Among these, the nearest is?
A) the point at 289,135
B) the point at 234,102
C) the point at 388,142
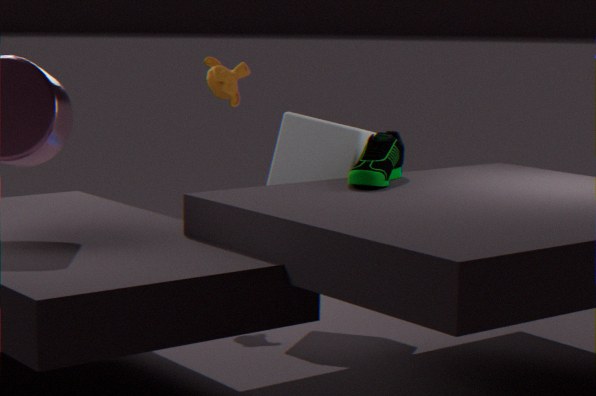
the point at 388,142
